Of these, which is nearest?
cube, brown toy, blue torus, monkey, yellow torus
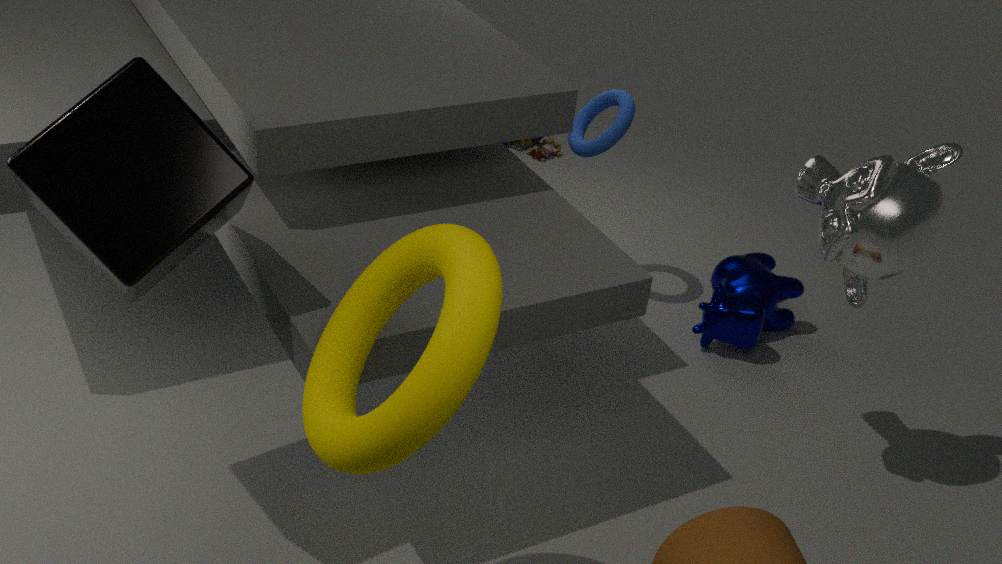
yellow torus
